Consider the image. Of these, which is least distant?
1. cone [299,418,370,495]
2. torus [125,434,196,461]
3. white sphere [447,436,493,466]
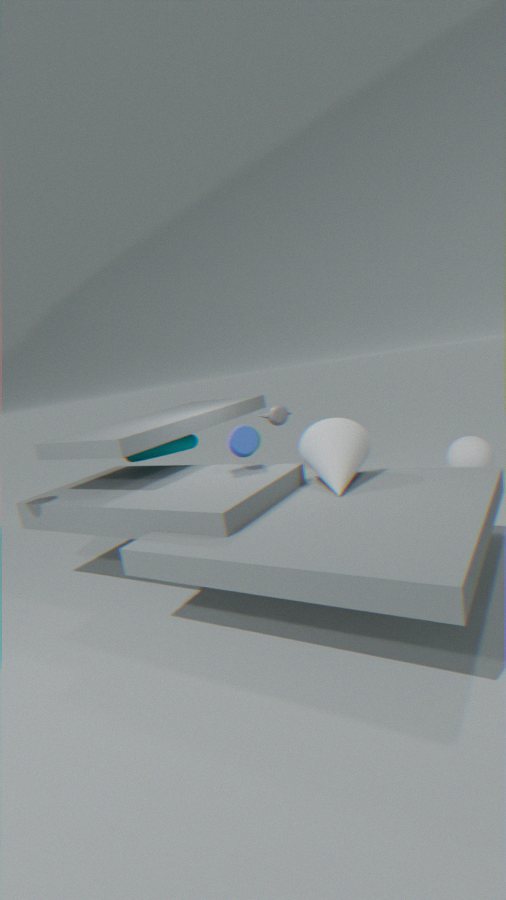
cone [299,418,370,495]
